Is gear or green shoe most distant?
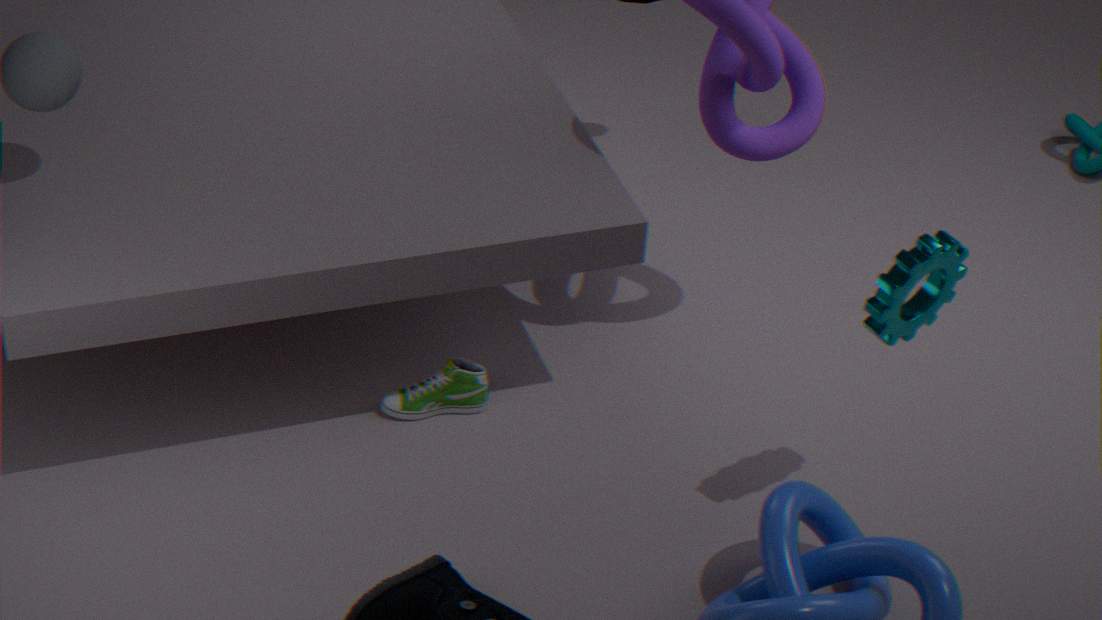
green shoe
